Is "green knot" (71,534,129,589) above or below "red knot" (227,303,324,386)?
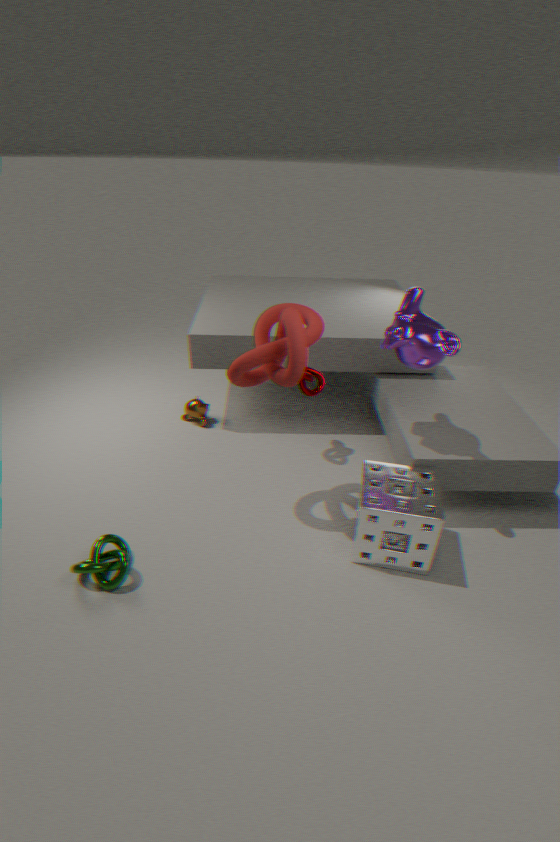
below
